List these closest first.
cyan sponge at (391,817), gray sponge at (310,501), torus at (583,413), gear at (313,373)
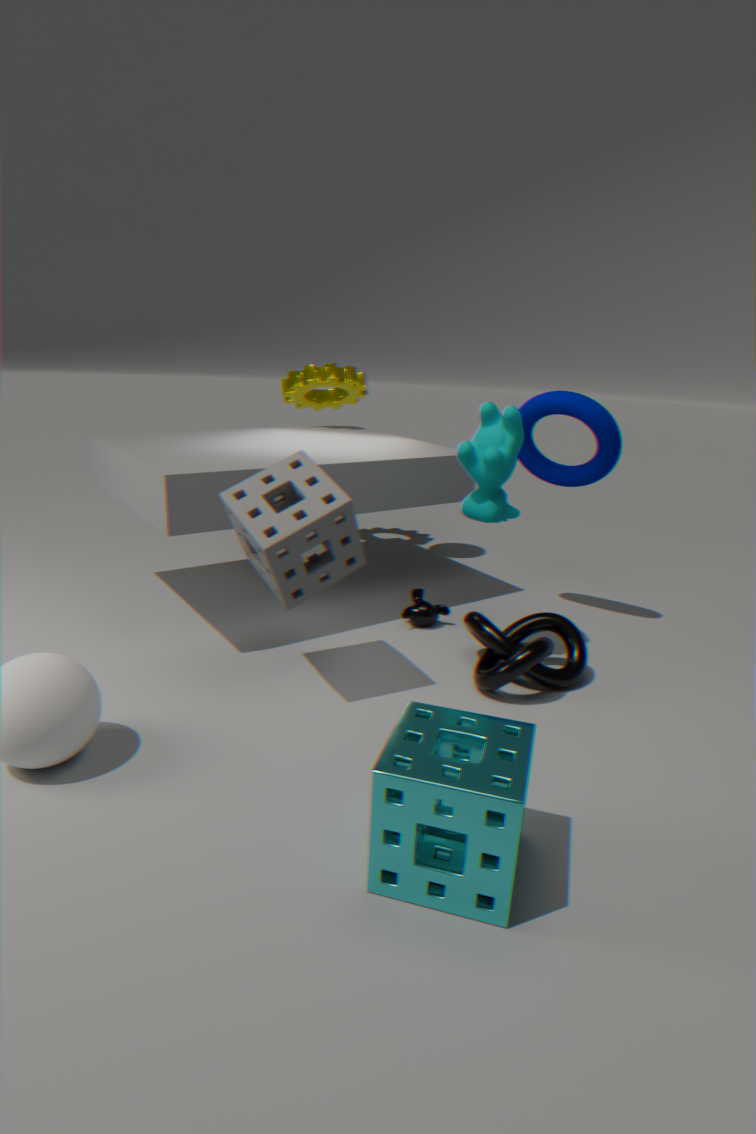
cyan sponge at (391,817) < gray sponge at (310,501) < torus at (583,413) < gear at (313,373)
